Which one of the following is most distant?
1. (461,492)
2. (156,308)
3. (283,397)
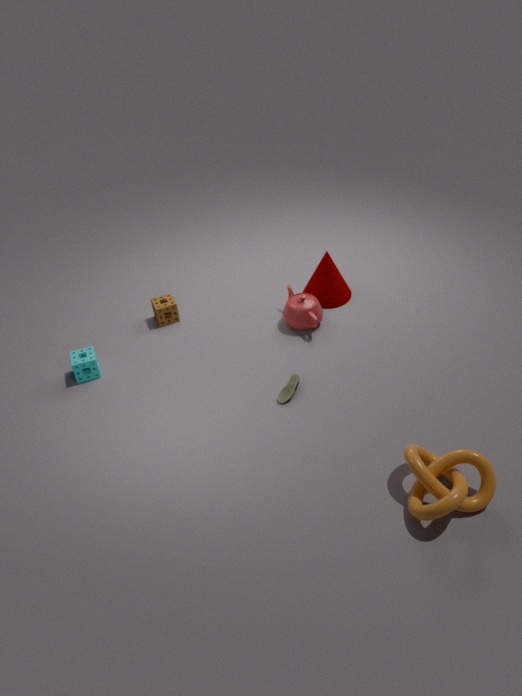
(156,308)
